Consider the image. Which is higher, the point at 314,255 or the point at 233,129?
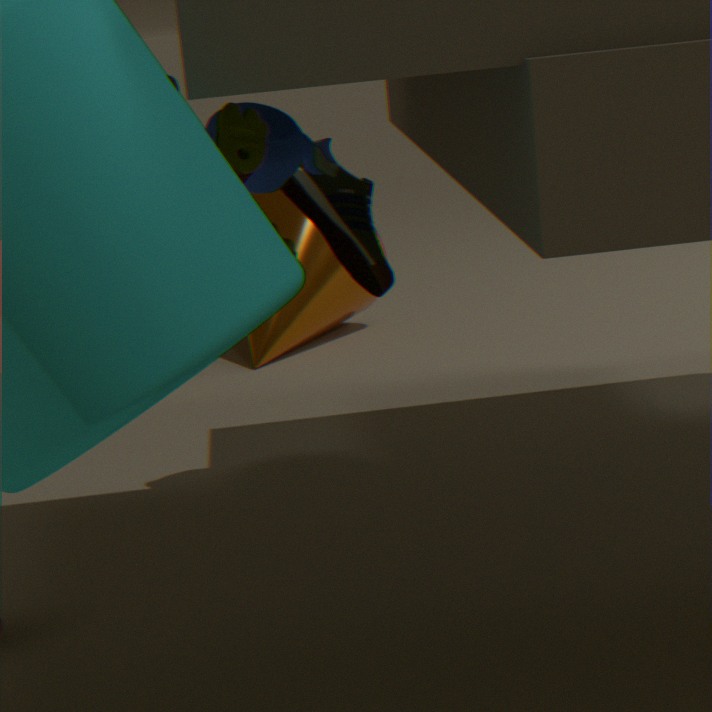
the point at 233,129
